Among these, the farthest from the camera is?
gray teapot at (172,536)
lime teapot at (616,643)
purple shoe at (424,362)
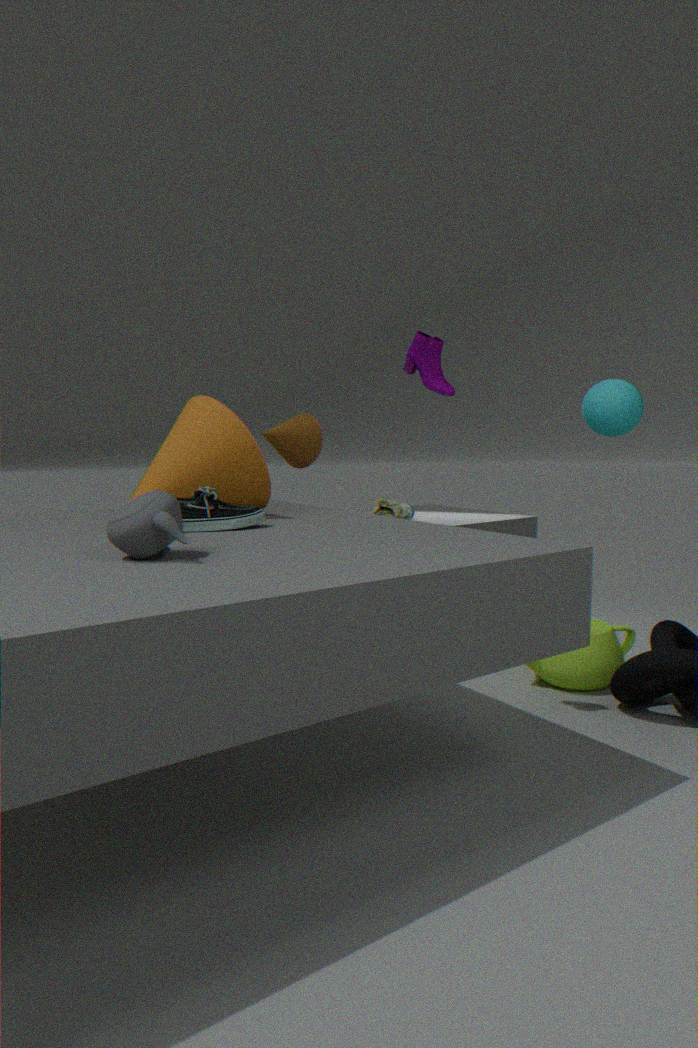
lime teapot at (616,643)
